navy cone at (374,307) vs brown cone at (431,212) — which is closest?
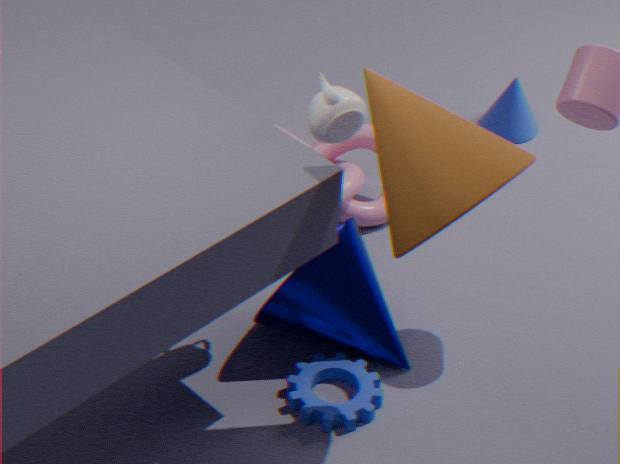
brown cone at (431,212)
